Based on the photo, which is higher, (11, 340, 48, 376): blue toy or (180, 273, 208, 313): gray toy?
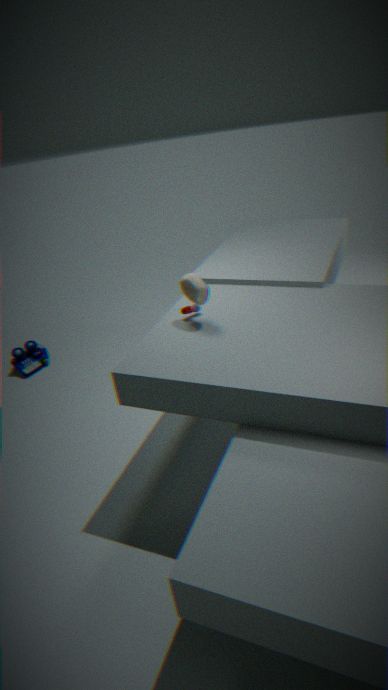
(180, 273, 208, 313): gray toy
